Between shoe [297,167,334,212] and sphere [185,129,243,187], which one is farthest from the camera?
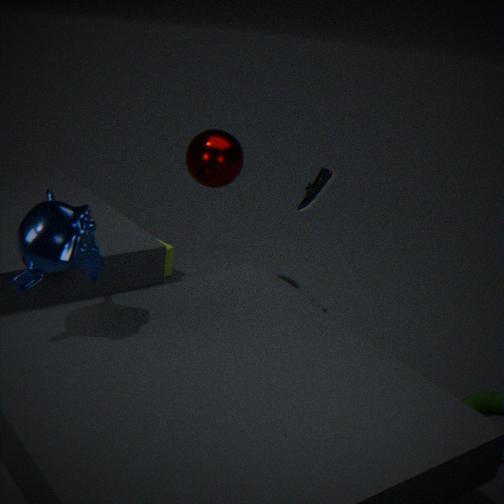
sphere [185,129,243,187]
